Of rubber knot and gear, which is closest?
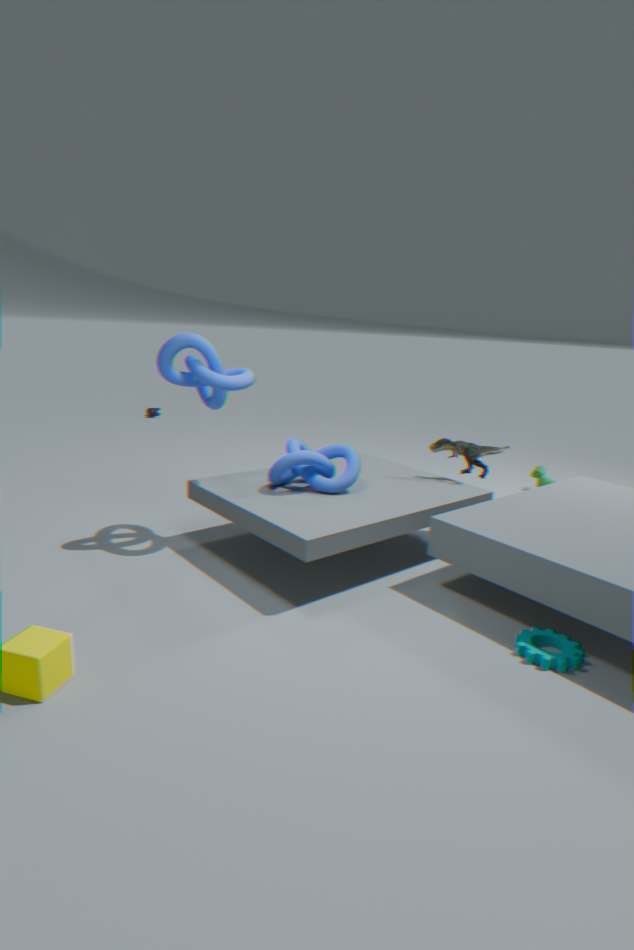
gear
